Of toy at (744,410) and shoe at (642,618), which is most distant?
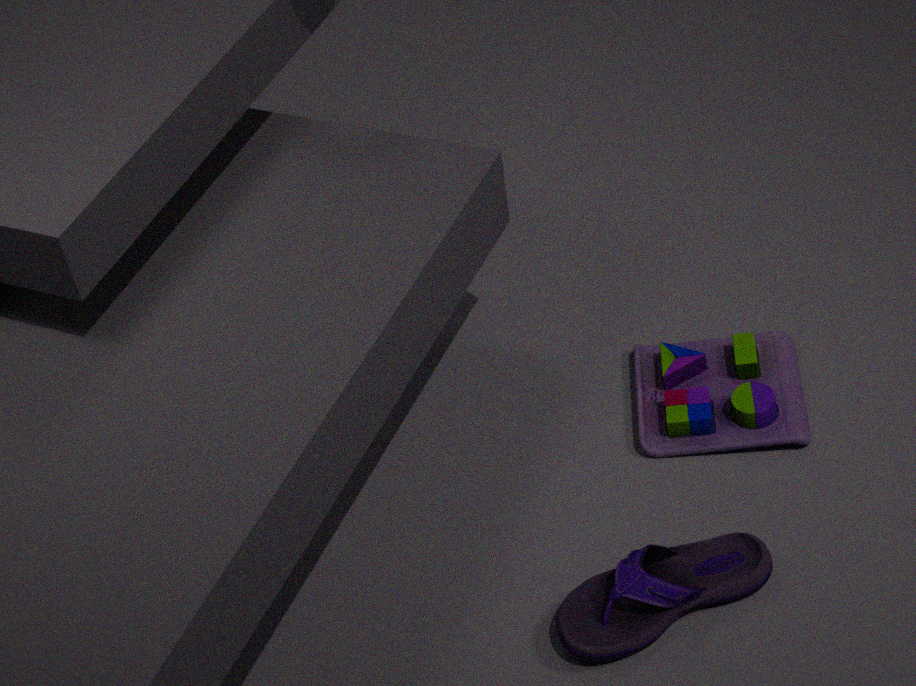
toy at (744,410)
